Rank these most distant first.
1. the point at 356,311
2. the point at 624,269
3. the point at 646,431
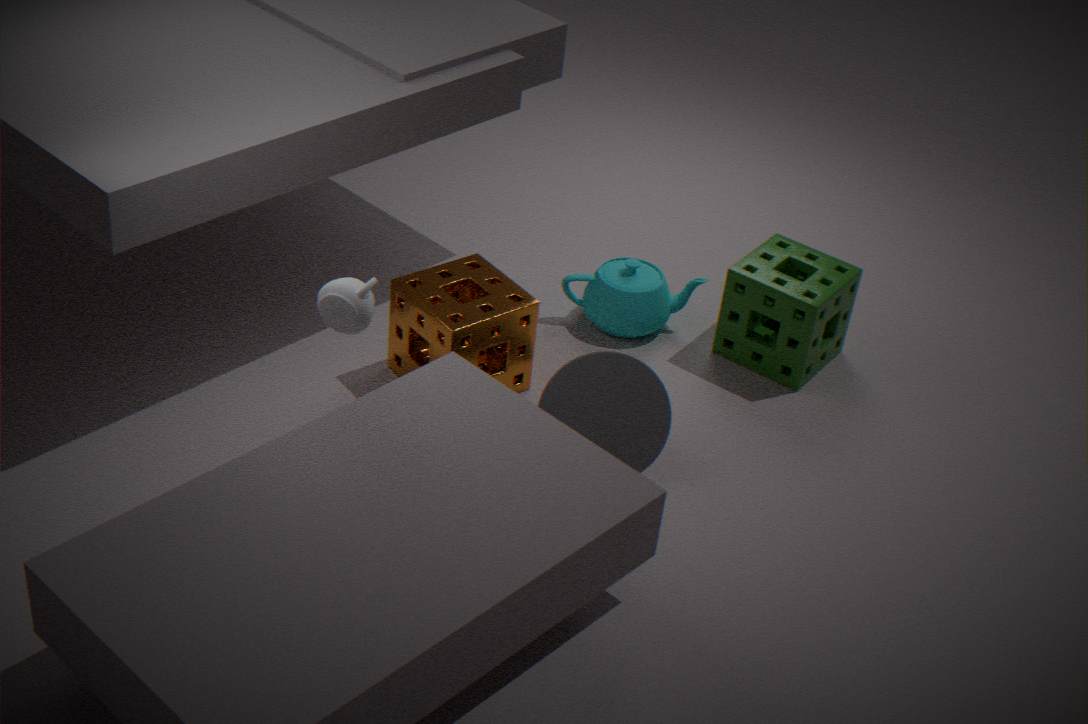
the point at 624,269
the point at 646,431
the point at 356,311
